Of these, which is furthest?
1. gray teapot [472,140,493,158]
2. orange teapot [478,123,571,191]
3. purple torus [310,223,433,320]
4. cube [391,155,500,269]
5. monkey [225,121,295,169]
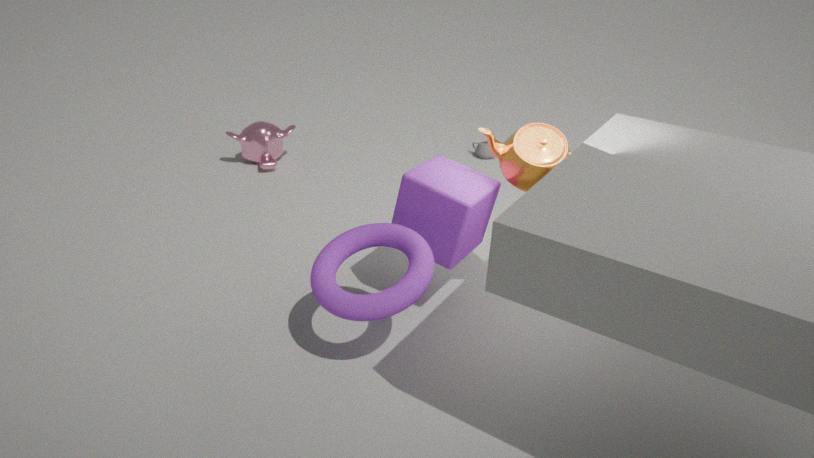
gray teapot [472,140,493,158]
